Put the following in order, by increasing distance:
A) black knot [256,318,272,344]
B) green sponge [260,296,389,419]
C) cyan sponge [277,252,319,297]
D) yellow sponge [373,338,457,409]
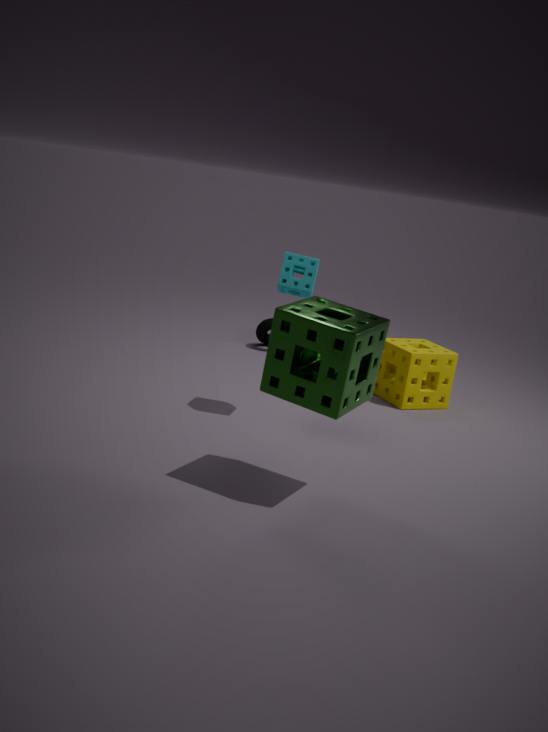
green sponge [260,296,389,419]
cyan sponge [277,252,319,297]
yellow sponge [373,338,457,409]
black knot [256,318,272,344]
